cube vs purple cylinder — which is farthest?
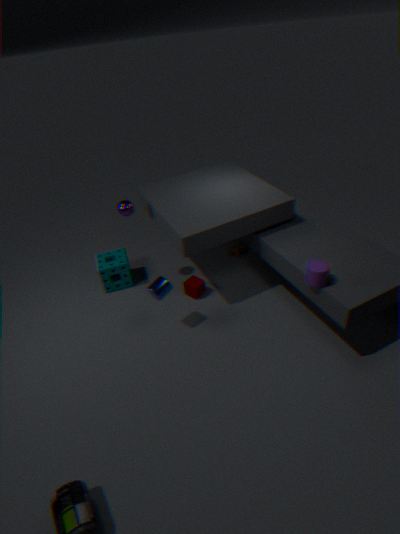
cube
